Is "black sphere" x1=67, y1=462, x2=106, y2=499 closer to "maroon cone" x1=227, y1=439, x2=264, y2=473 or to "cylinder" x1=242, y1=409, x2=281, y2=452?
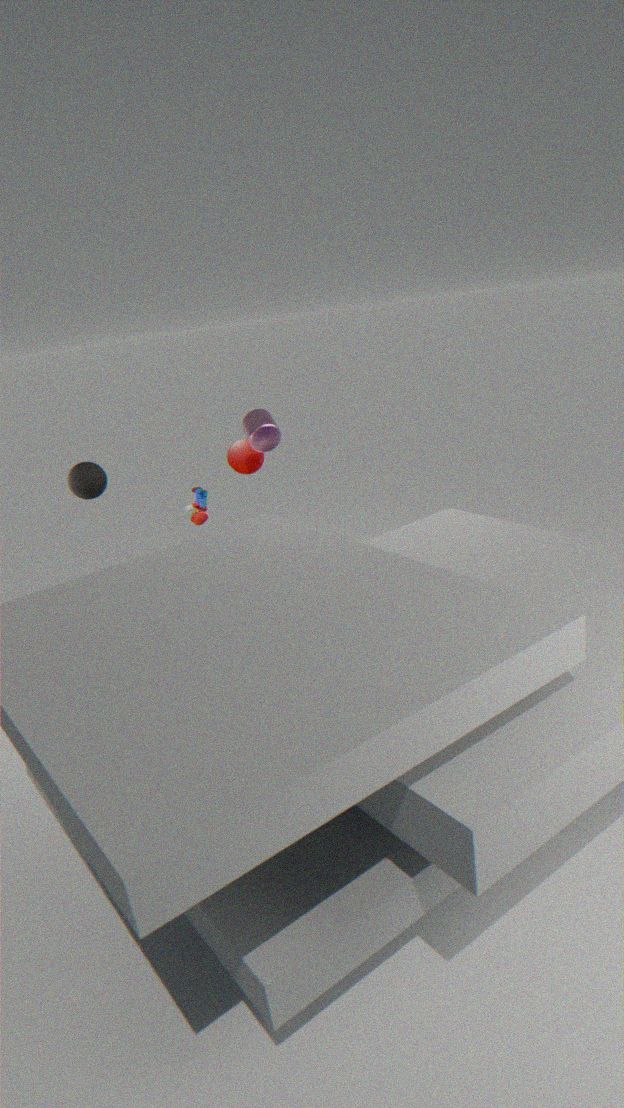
"cylinder" x1=242, y1=409, x2=281, y2=452
